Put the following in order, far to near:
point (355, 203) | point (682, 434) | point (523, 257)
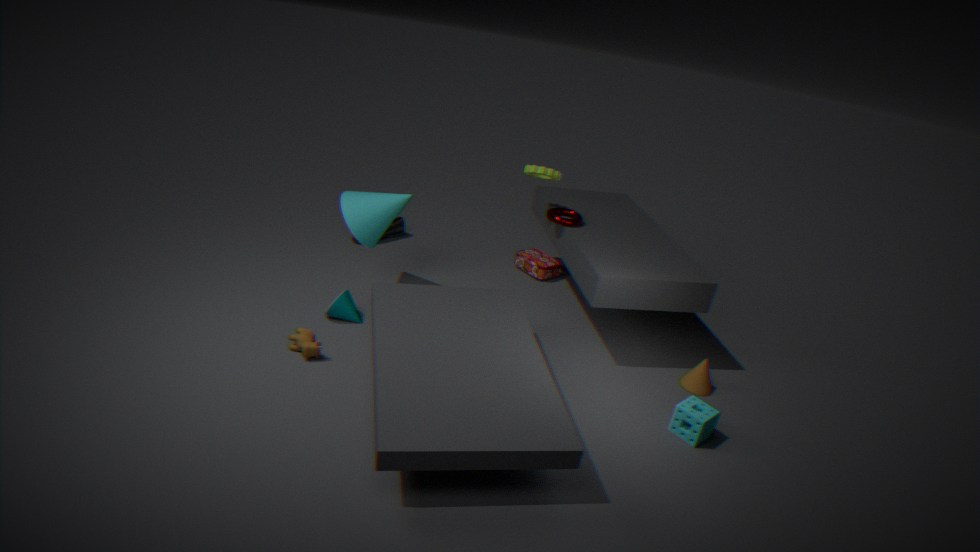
point (523, 257) → point (355, 203) → point (682, 434)
